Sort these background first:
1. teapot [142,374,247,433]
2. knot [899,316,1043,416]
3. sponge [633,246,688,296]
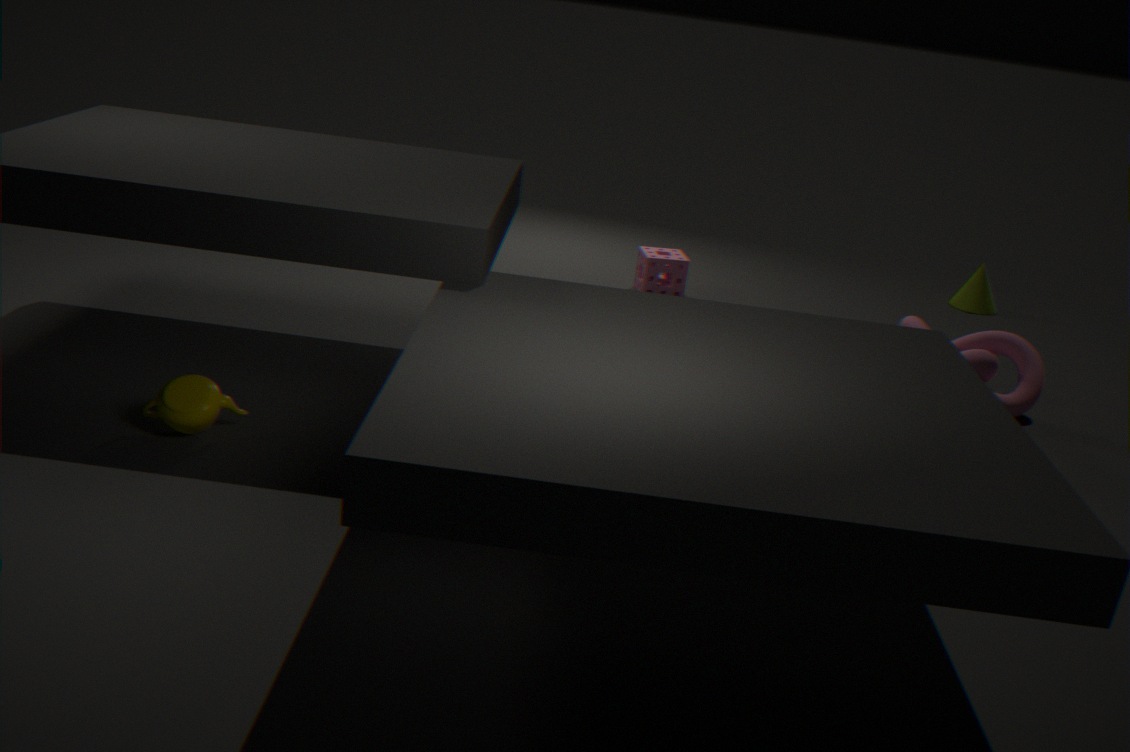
1. sponge [633,246,688,296]
2. knot [899,316,1043,416]
3. teapot [142,374,247,433]
